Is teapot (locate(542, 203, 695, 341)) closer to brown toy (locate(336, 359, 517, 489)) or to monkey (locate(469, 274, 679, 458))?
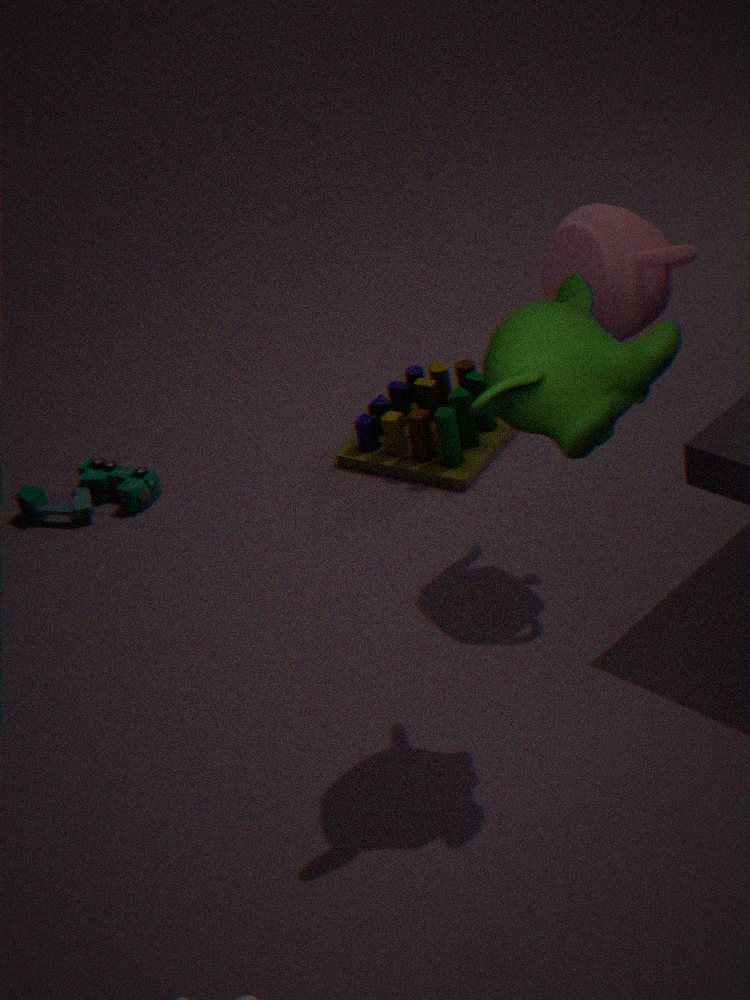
monkey (locate(469, 274, 679, 458))
